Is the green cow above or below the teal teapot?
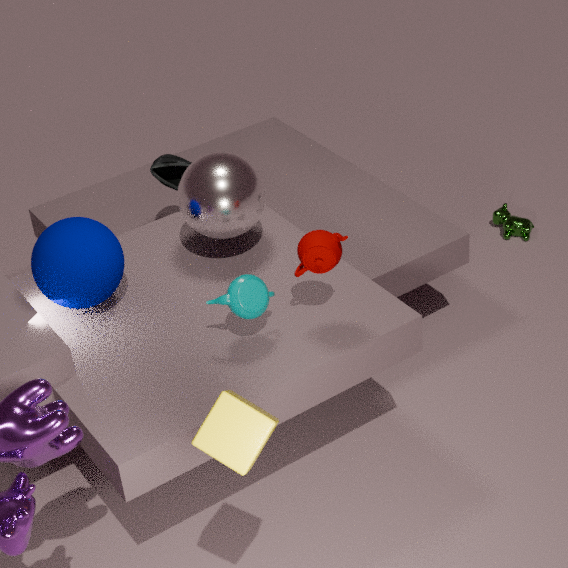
below
